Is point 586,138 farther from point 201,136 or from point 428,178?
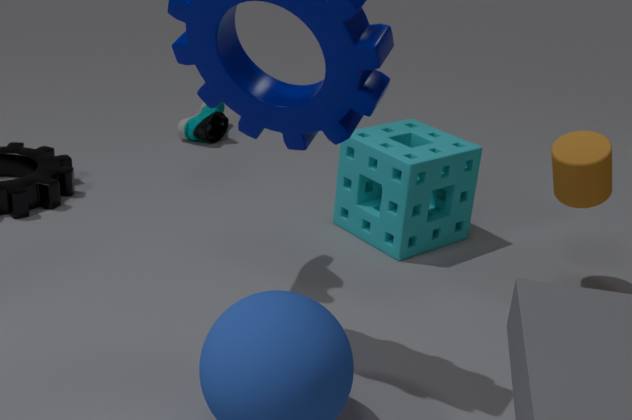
point 201,136
